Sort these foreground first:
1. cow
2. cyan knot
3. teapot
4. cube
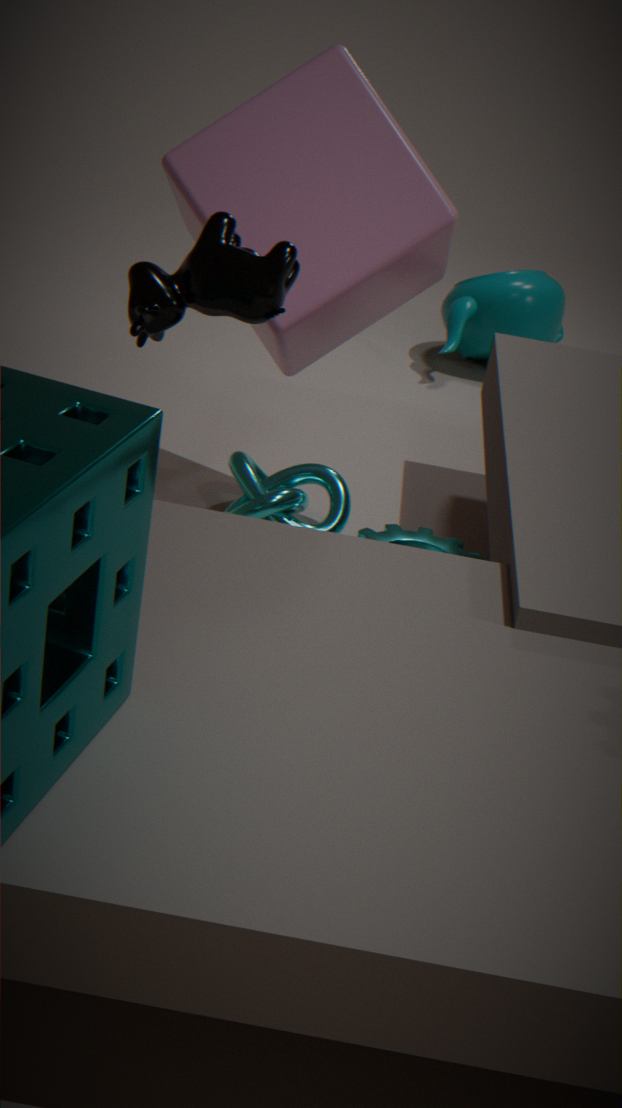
cow
cube
cyan knot
teapot
